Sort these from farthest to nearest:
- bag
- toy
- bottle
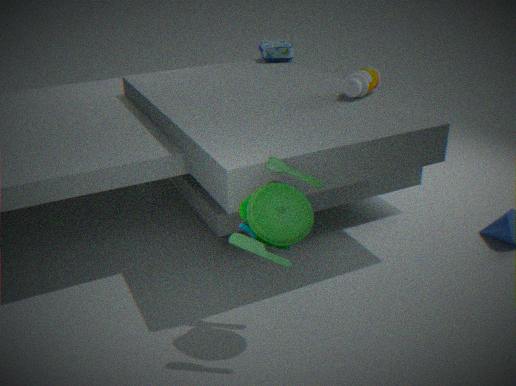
bag → bottle → toy
